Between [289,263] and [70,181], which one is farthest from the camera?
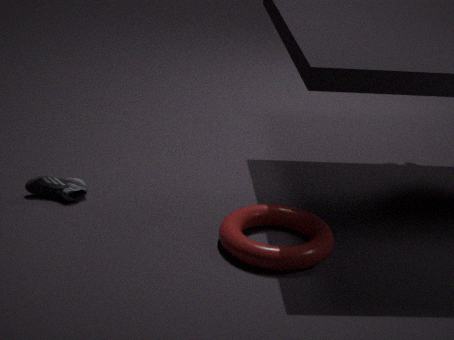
[70,181]
